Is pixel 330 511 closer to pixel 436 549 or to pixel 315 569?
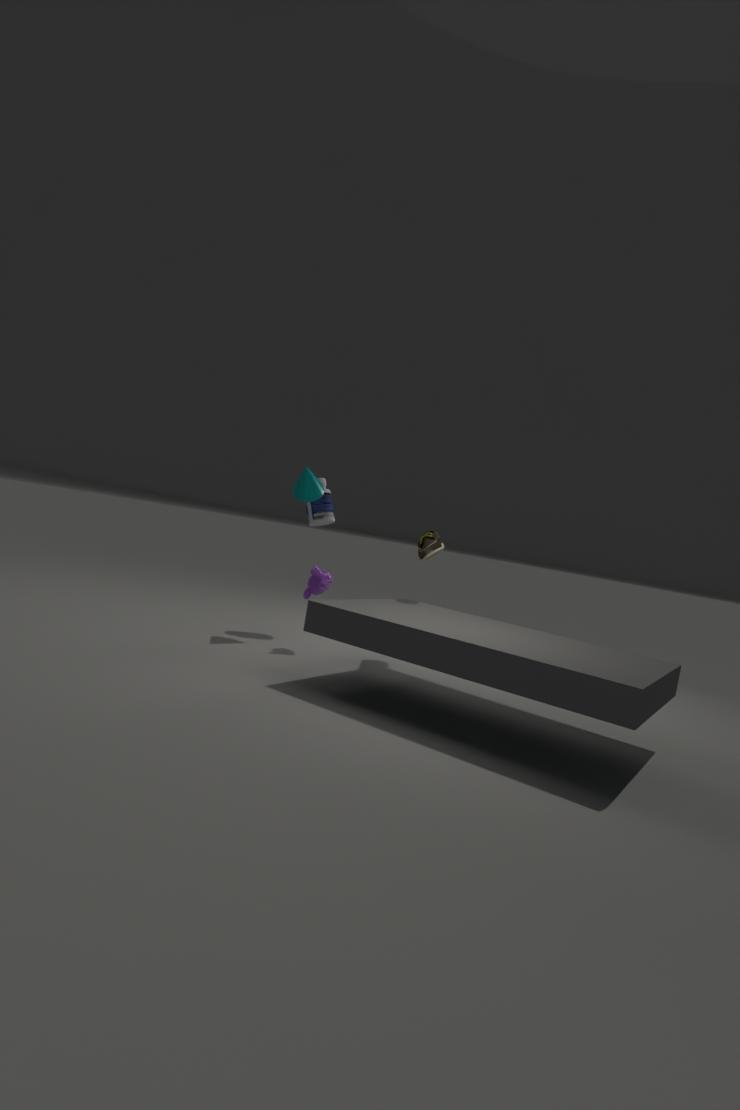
pixel 315 569
